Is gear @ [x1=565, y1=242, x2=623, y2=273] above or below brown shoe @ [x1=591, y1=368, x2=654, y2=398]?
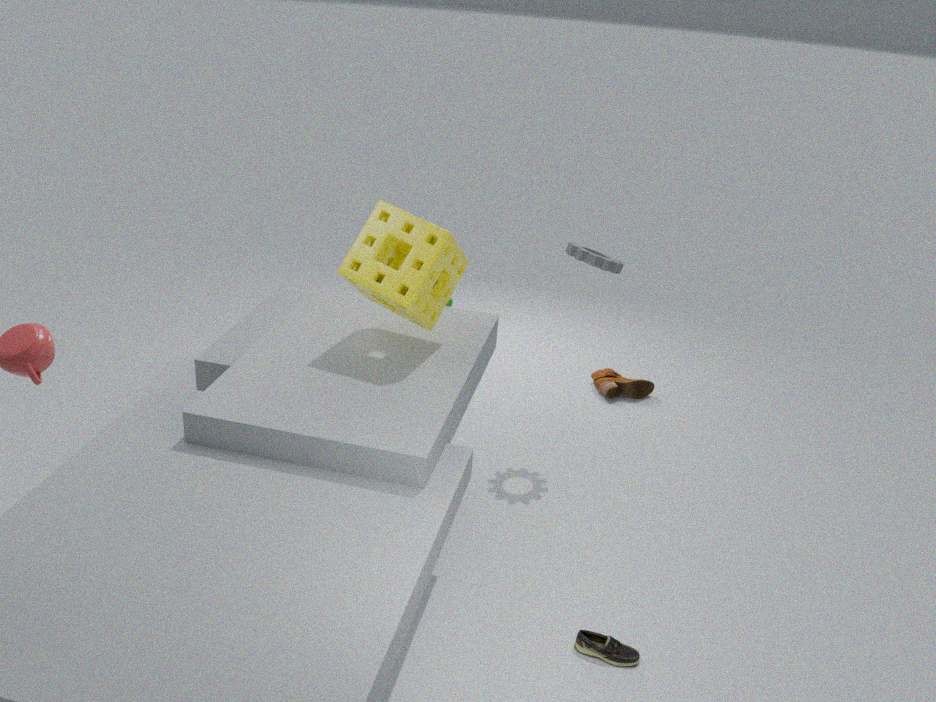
above
